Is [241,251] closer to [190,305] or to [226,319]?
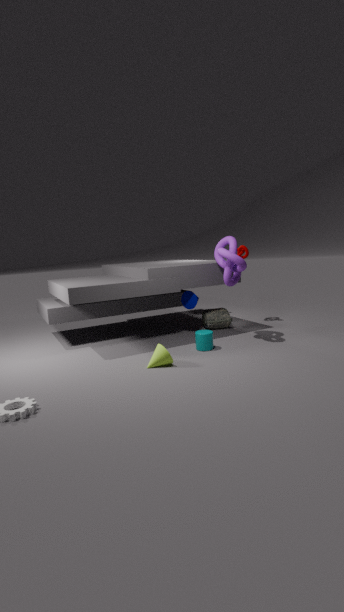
[226,319]
